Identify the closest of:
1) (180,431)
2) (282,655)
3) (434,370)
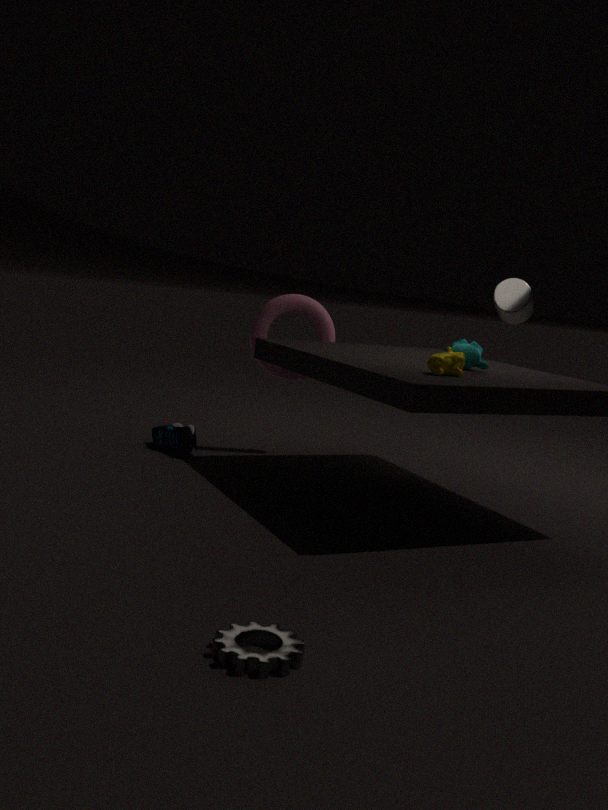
2. (282,655)
